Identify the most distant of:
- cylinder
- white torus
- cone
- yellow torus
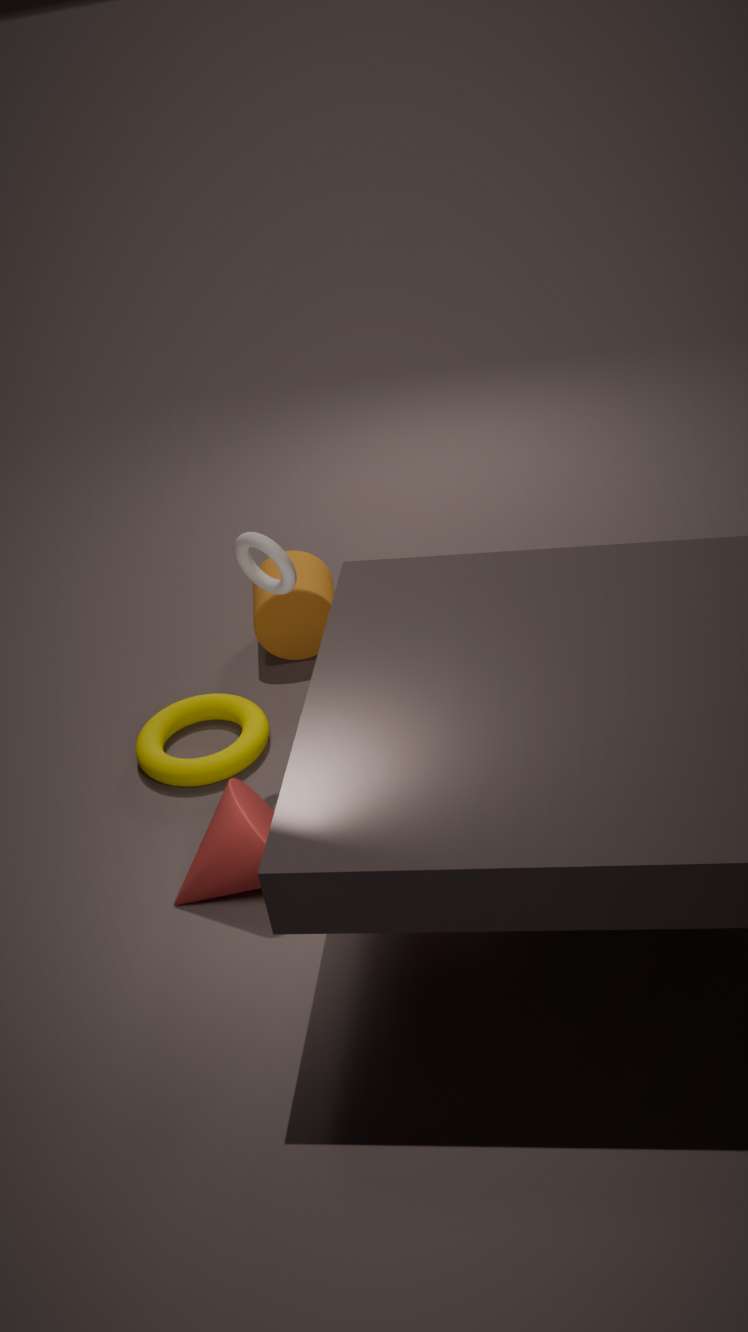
cylinder
